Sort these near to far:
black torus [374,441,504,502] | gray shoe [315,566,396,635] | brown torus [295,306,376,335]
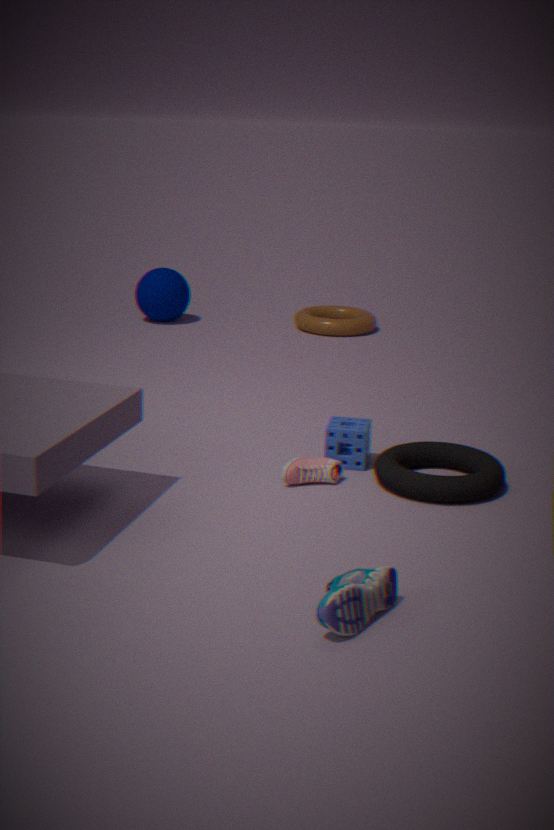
1. gray shoe [315,566,396,635]
2. black torus [374,441,504,502]
3. brown torus [295,306,376,335]
